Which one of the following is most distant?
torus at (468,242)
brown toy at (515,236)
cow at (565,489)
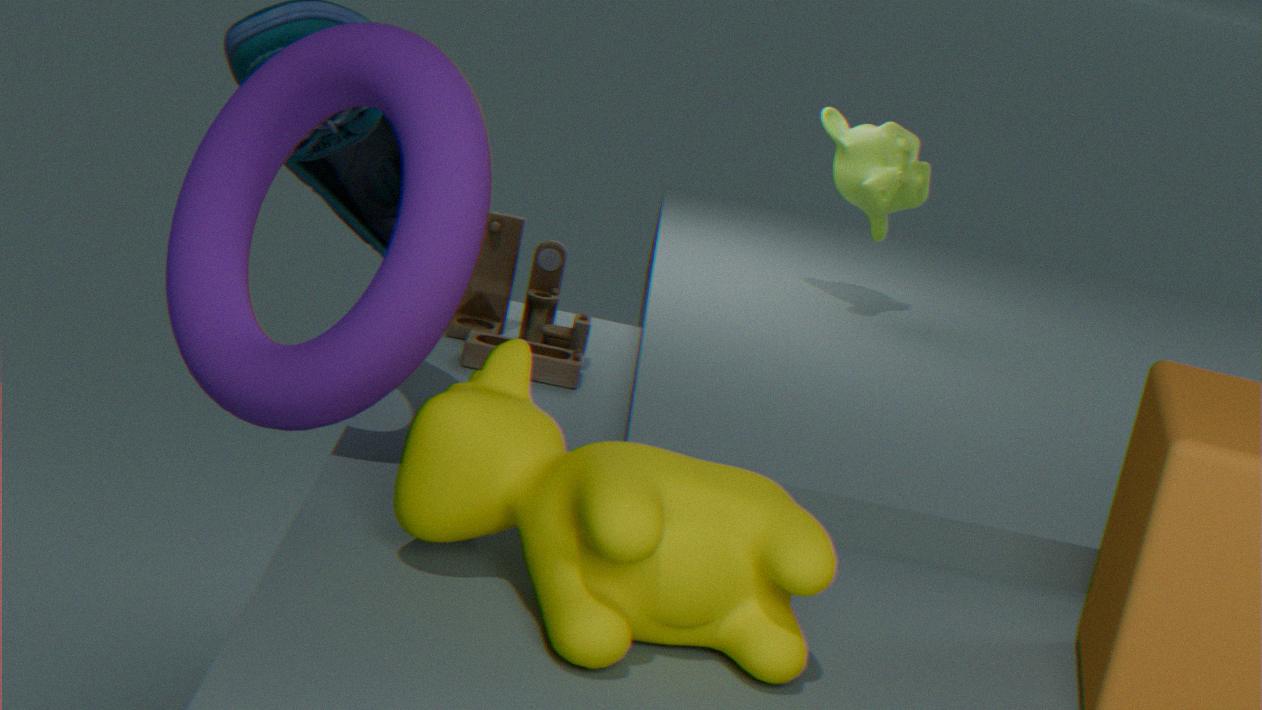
brown toy at (515,236)
